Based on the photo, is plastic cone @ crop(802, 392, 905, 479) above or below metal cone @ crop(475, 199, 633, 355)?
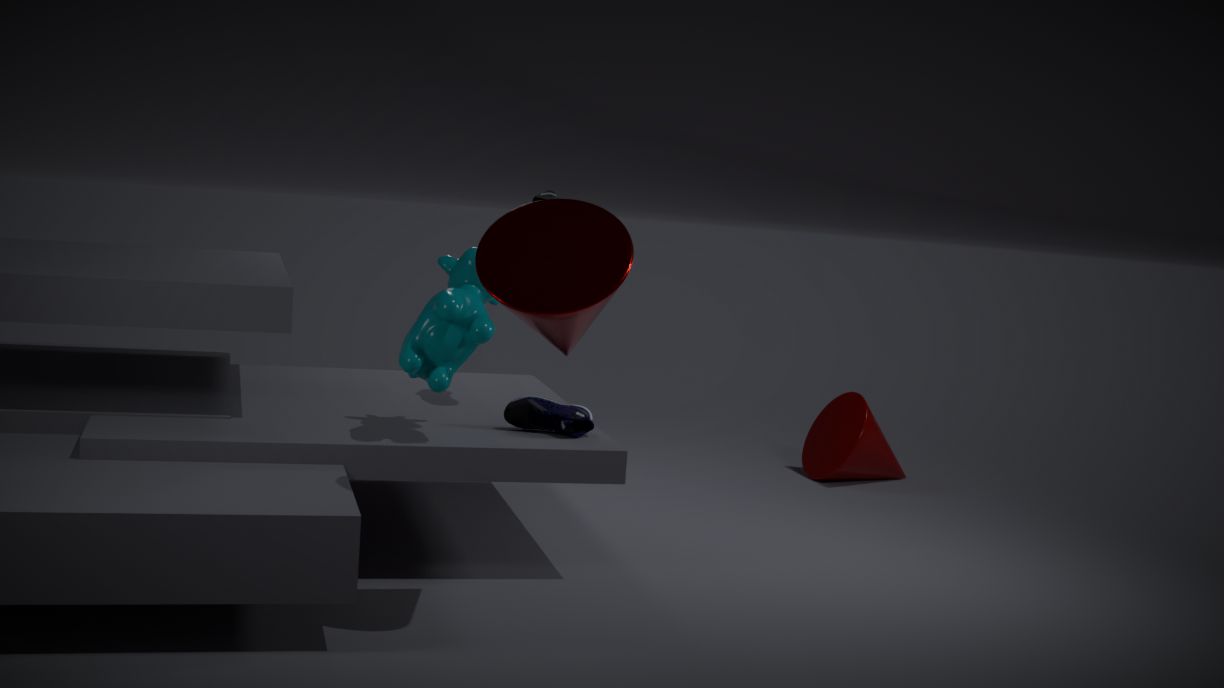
below
